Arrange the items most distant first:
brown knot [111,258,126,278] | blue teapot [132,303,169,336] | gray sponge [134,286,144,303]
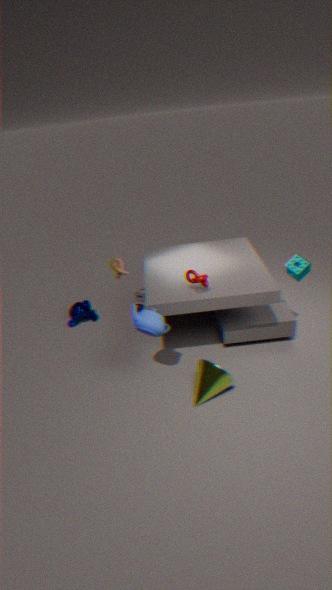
gray sponge [134,286,144,303]
brown knot [111,258,126,278]
blue teapot [132,303,169,336]
